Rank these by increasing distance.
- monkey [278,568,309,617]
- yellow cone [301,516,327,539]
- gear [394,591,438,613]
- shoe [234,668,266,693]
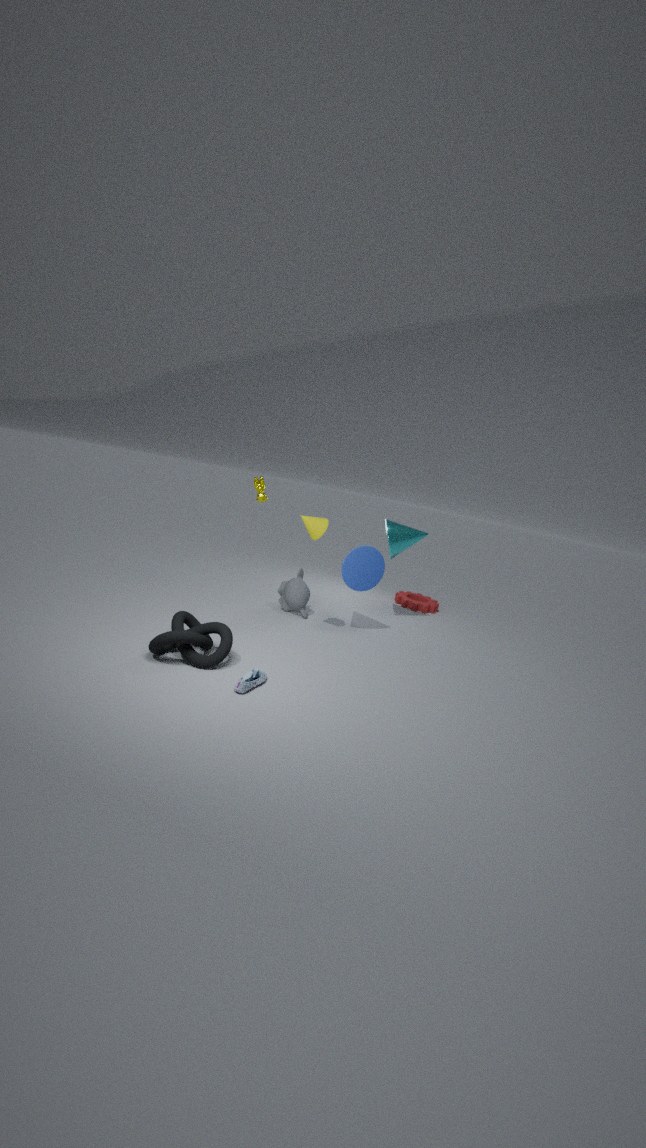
shoe [234,668,266,693], yellow cone [301,516,327,539], monkey [278,568,309,617], gear [394,591,438,613]
